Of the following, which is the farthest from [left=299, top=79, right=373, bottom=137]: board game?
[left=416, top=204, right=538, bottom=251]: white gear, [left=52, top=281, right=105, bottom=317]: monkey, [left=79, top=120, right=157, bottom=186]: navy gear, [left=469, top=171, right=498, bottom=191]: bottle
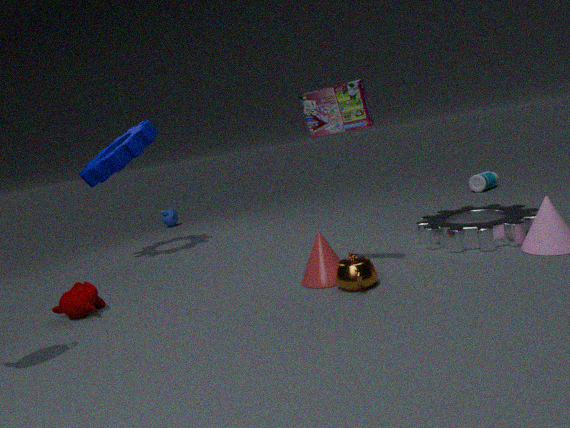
[left=469, top=171, right=498, bottom=191]: bottle
